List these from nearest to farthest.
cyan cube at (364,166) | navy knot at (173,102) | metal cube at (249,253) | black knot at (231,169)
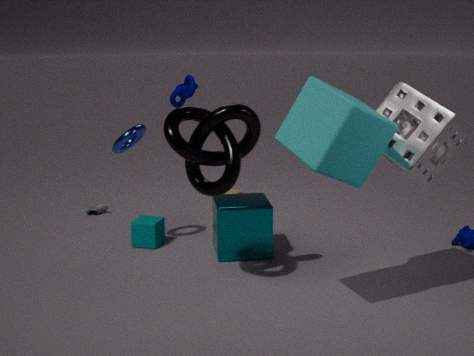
cyan cube at (364,166)
black knot at (231,169)
metal cube at (249,253)
navy knot at (173,102)
